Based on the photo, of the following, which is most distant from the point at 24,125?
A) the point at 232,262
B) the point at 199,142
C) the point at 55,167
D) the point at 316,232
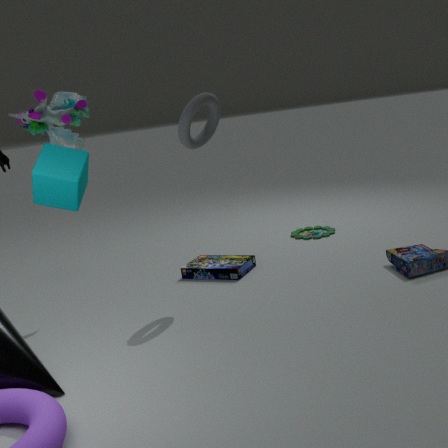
the point at 316,232
